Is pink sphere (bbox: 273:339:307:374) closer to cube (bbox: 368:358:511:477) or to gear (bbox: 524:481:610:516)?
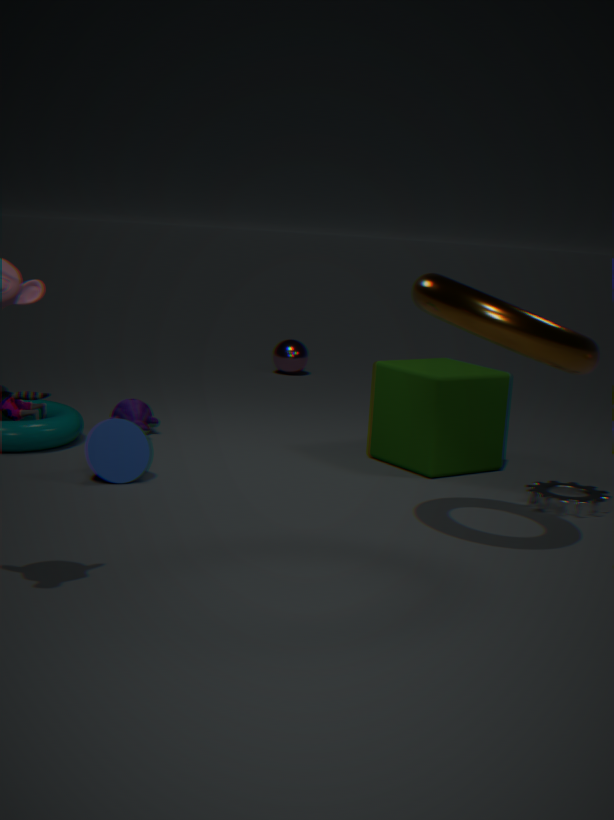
cube (bbox: 368:358:511:477)
